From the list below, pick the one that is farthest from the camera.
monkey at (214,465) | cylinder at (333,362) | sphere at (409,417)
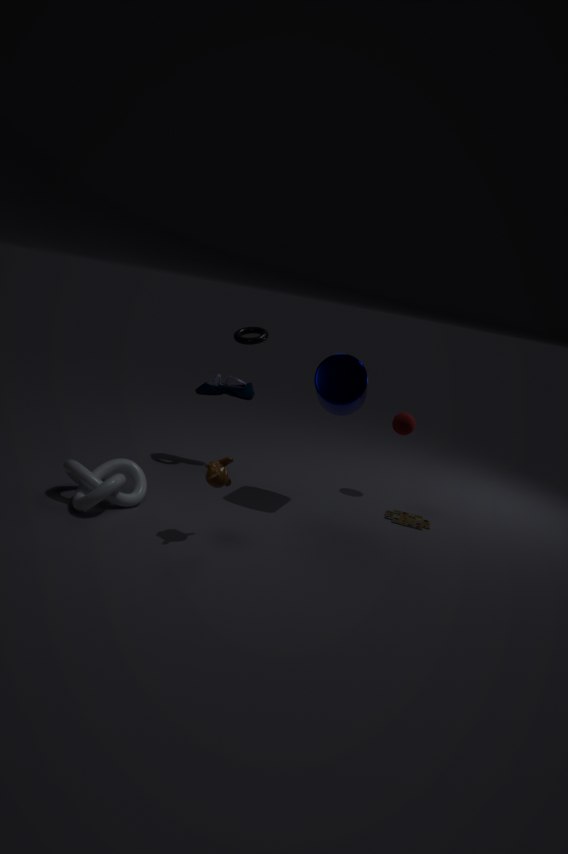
sphere at (409,417)
